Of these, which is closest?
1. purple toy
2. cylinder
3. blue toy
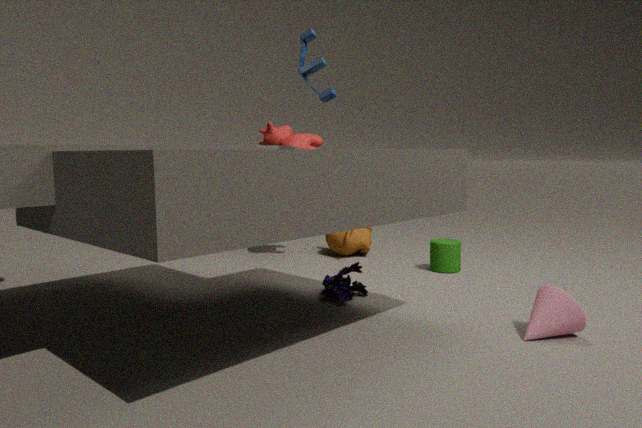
blue toy
